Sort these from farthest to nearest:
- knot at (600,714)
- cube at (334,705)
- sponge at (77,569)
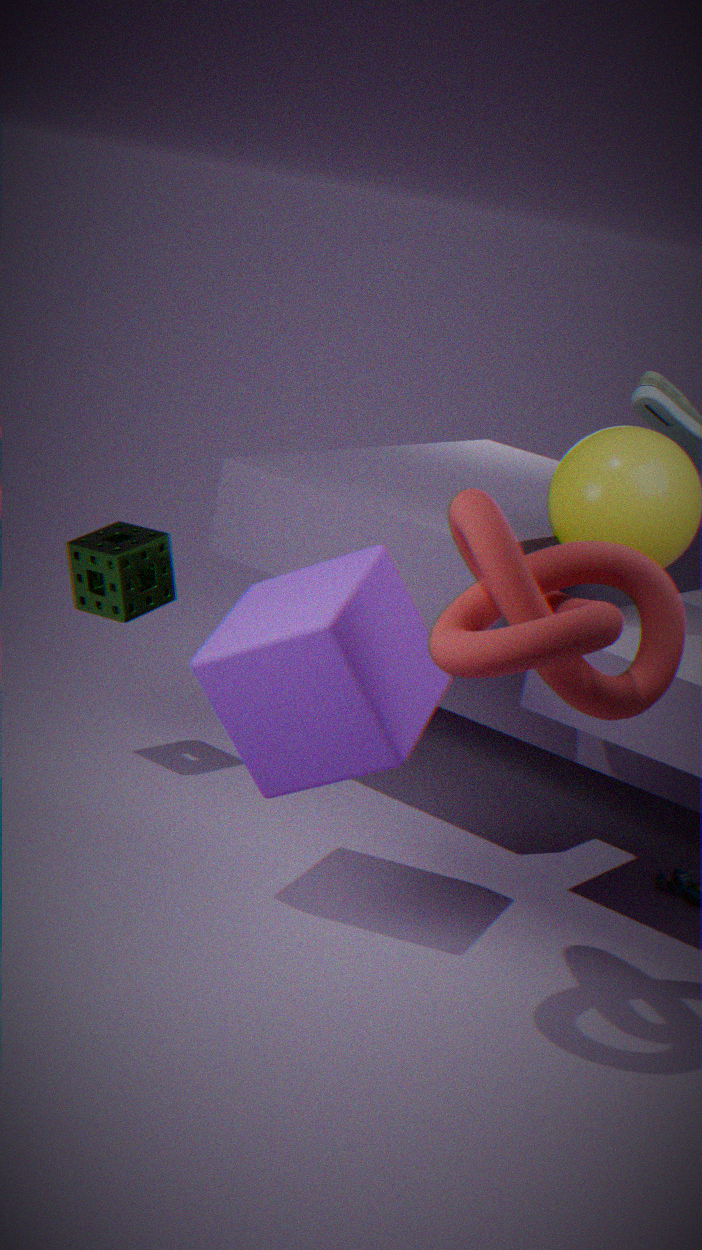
sponge at (77,569), cube at (334,705), knot at (600,714)
